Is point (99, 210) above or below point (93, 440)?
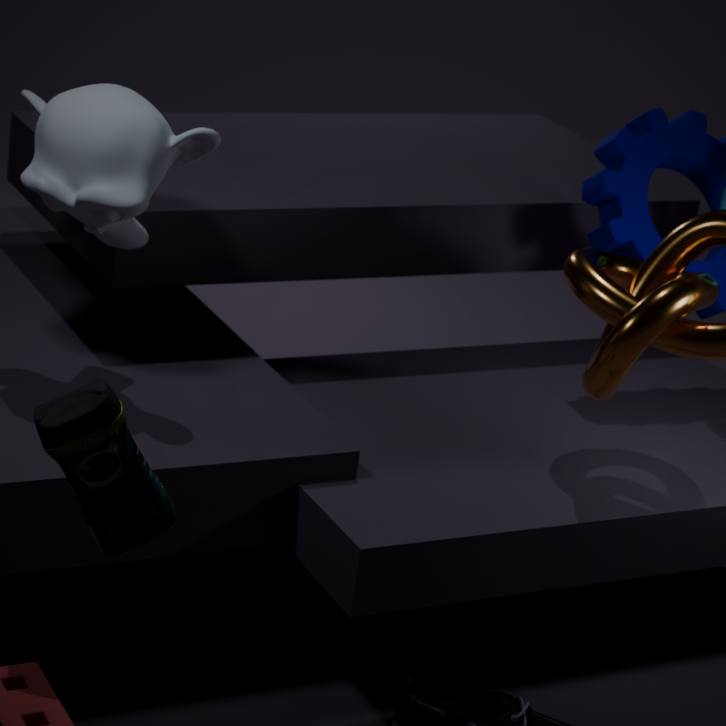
above
